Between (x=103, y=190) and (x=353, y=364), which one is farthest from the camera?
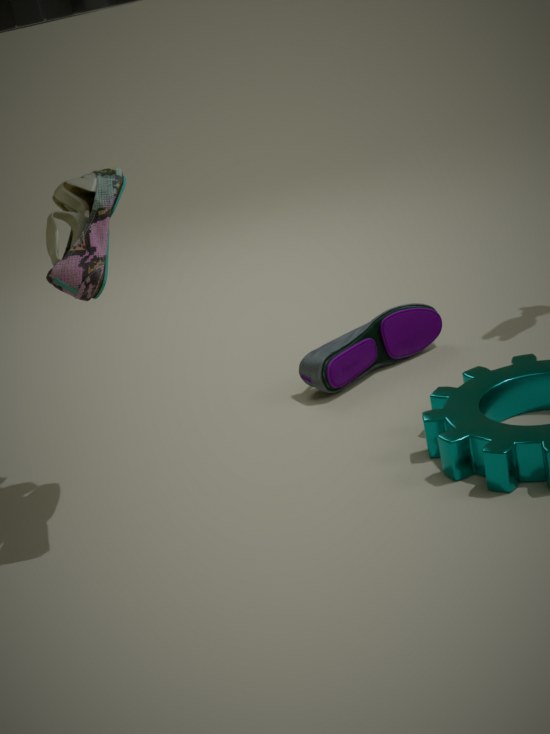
(x=353, y=364)
